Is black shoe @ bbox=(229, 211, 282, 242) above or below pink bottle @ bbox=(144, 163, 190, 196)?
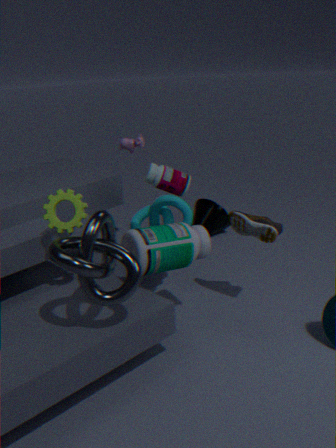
below
